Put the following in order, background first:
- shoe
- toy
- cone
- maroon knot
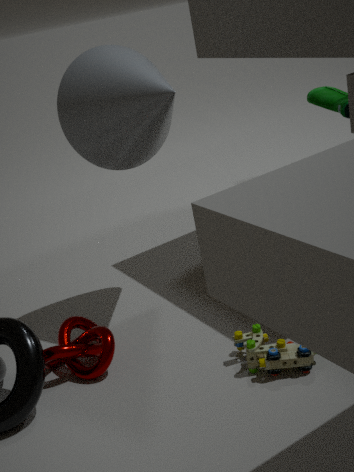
shoe
maroon knot
cone
toy
